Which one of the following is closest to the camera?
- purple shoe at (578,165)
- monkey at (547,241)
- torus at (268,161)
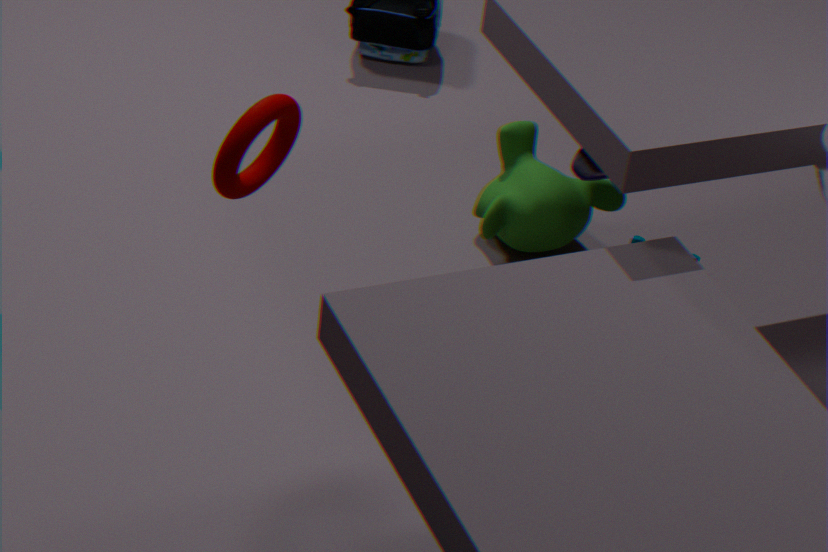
torus at (268,161)
